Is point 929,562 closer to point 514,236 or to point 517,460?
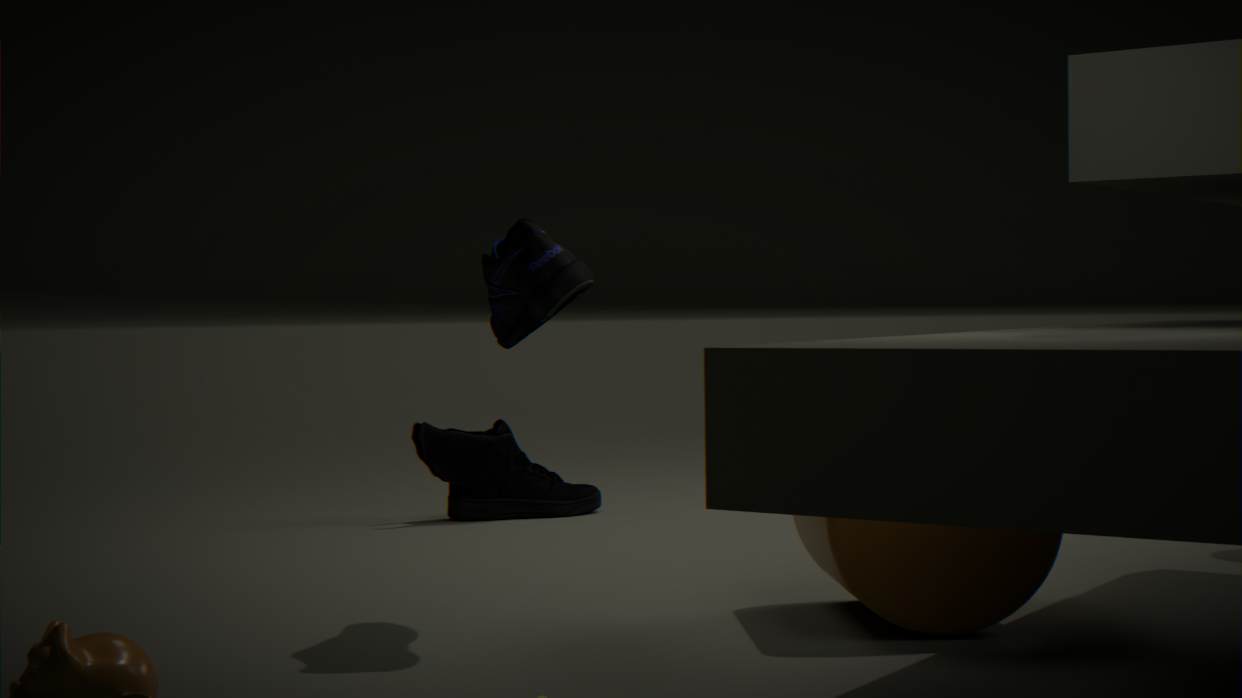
point 514,236
